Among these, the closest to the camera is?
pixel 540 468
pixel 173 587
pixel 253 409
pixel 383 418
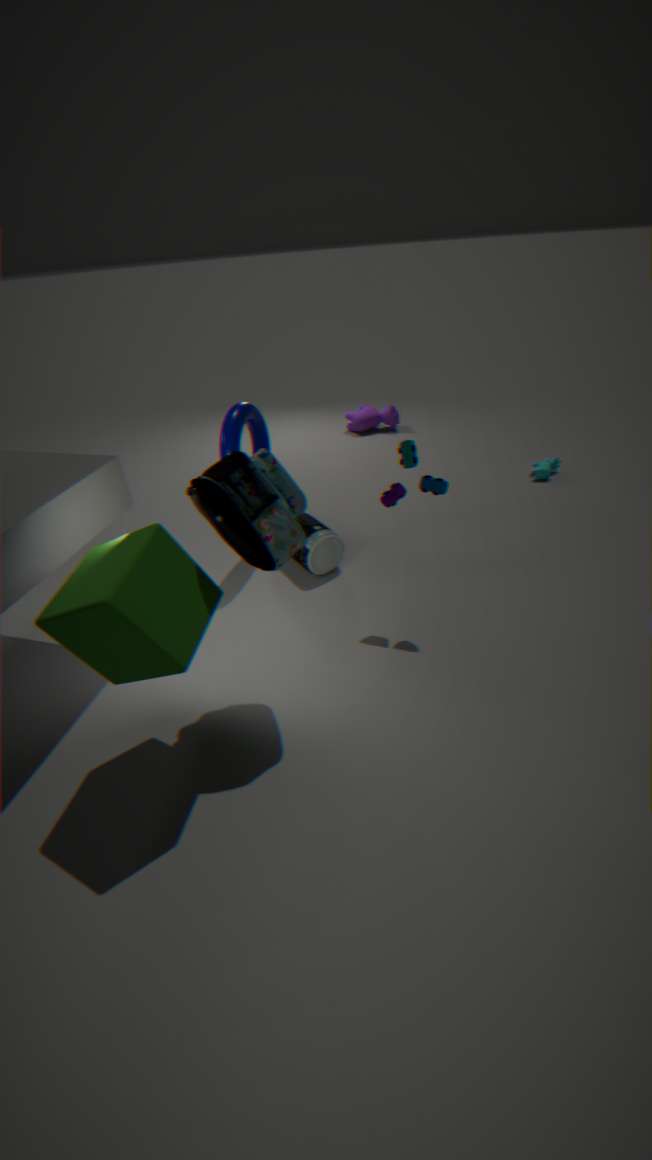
pixel 173 587
